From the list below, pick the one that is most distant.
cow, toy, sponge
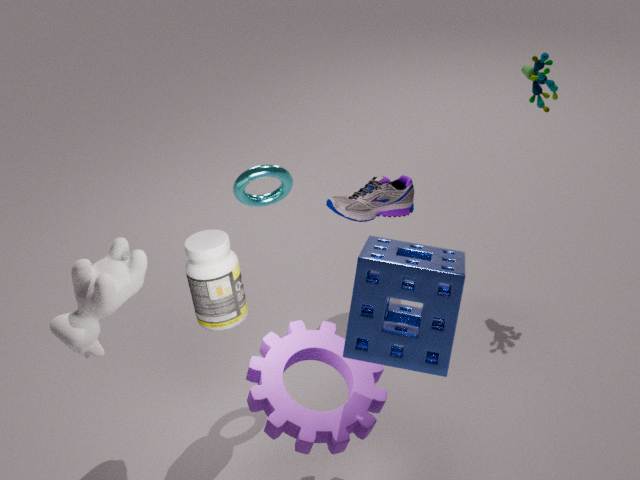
toy
